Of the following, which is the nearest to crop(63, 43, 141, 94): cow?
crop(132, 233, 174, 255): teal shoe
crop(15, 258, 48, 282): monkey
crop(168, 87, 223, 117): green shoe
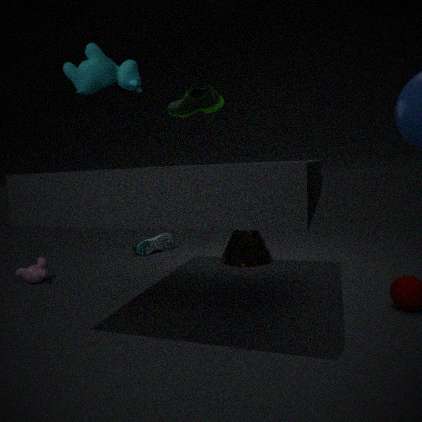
crop(168, 87, 223, 117): green shoe
